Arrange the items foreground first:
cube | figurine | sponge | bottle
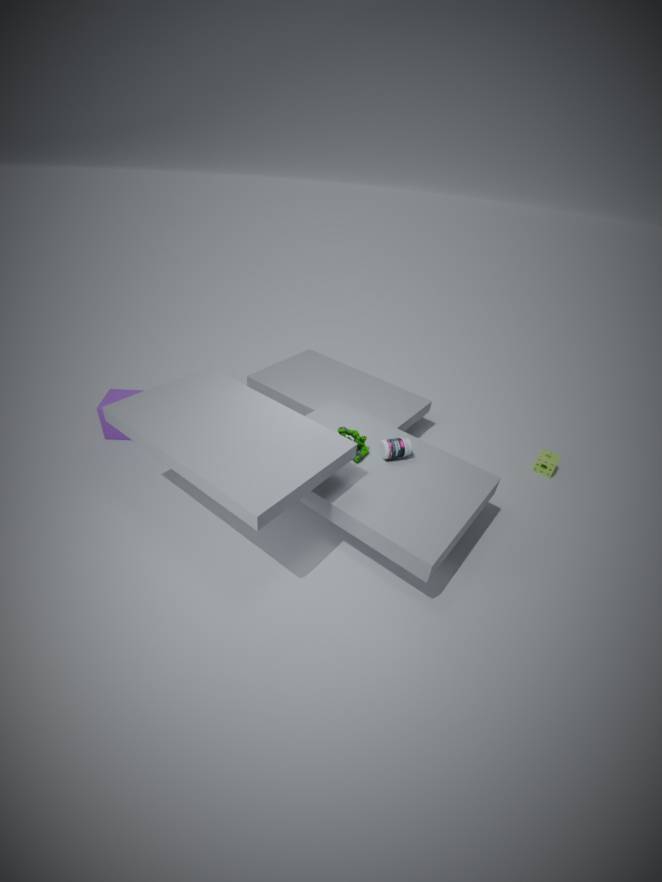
bottle
figurine
cube
sponge
